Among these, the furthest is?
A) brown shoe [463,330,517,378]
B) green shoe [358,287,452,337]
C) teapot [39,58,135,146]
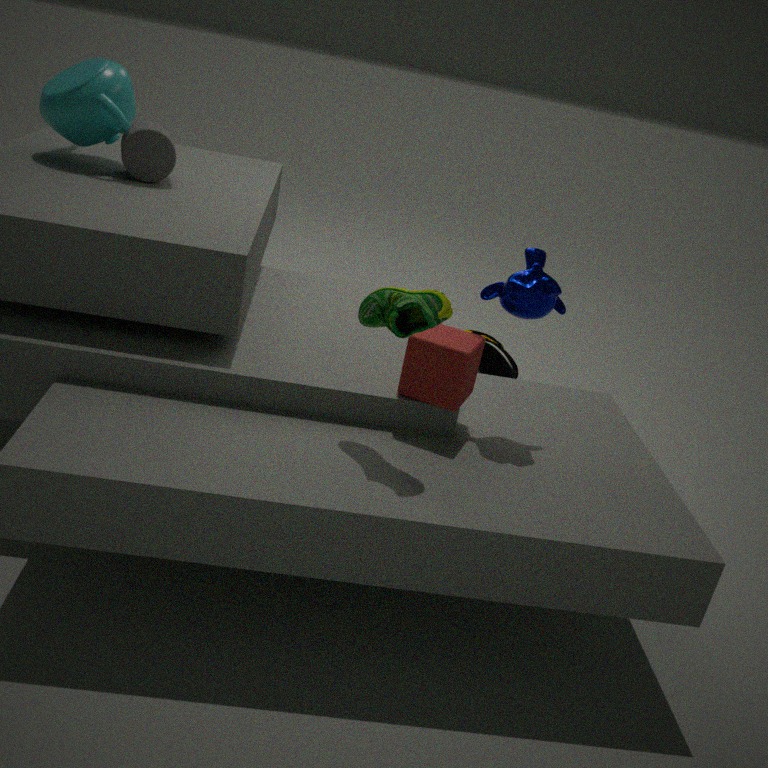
brown shoe [463,330,517,378]
